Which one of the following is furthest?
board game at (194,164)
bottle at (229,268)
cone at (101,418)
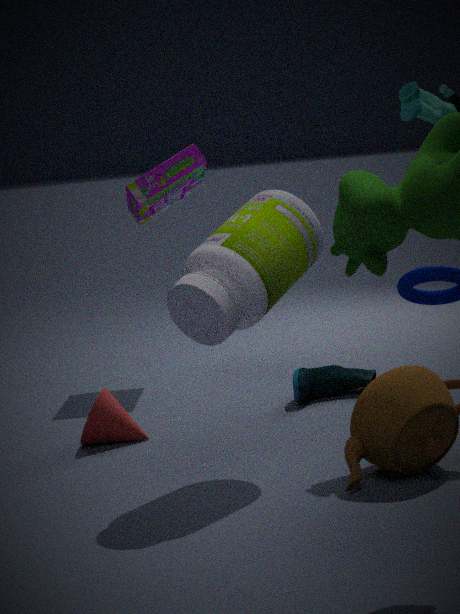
board game at (194,164)
